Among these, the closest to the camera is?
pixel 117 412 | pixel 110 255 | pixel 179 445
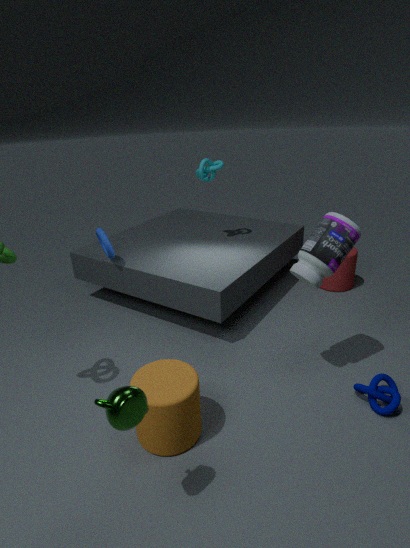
pixel 117 412
